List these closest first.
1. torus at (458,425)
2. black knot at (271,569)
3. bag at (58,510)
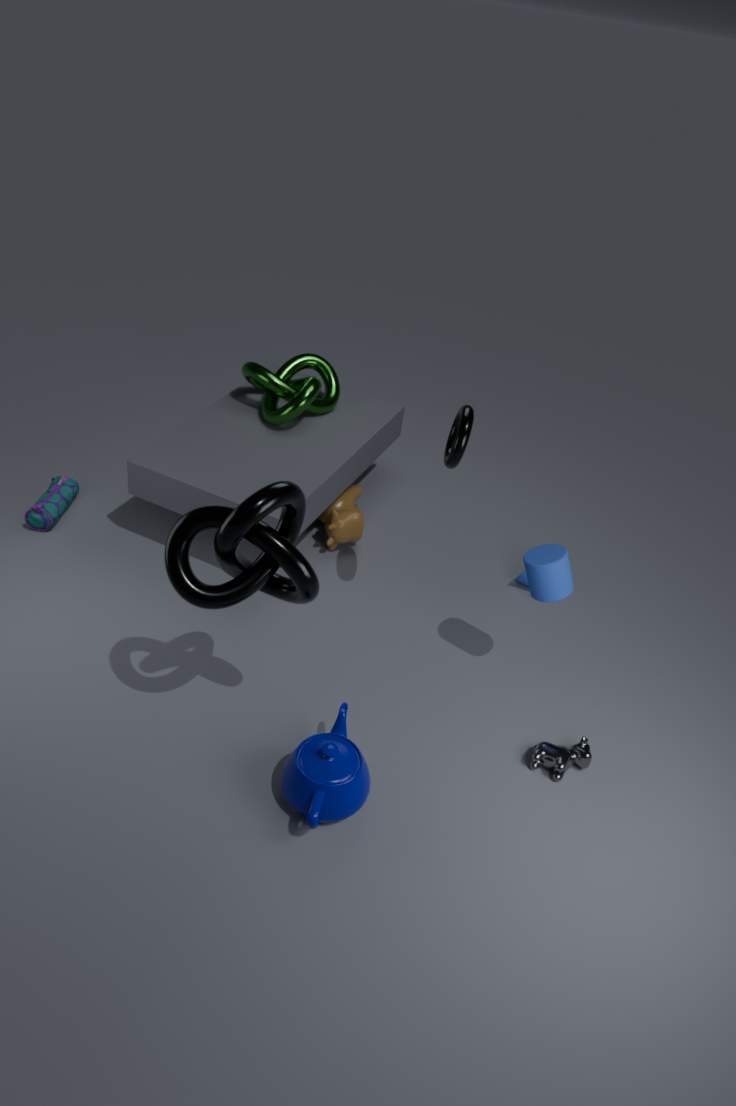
black knot at (271,569)
torus at (458,425)
bag at (58,510)
